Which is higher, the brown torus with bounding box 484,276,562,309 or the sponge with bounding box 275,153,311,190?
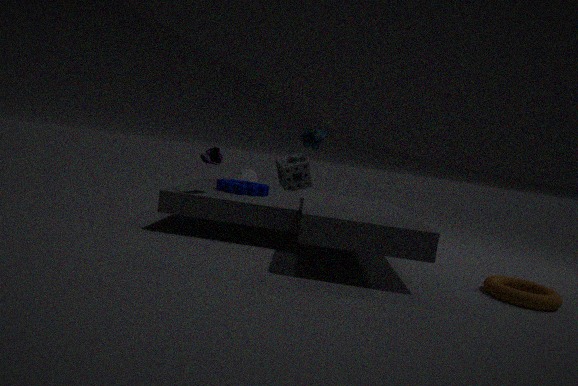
the sponge with bounding box 275,153,311,190
